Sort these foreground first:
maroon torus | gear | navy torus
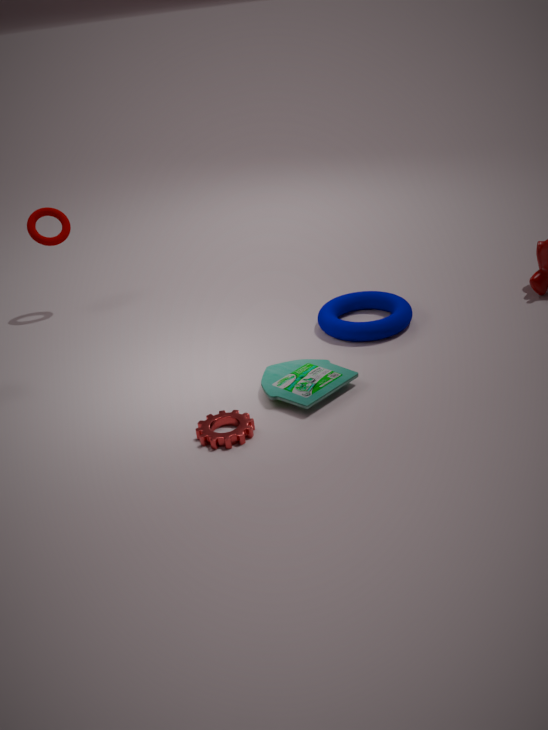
gear
navy torus
maroon torus
